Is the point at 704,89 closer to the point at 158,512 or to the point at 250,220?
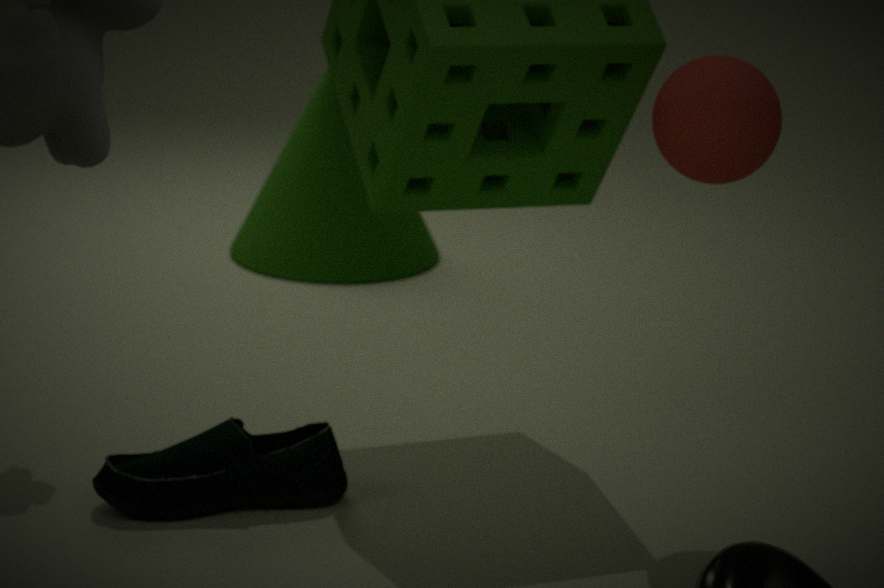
the point at 158,512
